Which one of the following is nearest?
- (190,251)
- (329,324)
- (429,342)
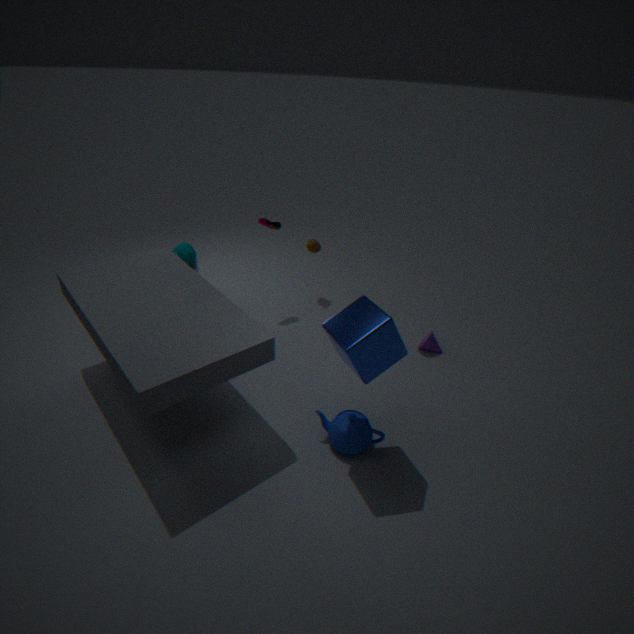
(329,324)
